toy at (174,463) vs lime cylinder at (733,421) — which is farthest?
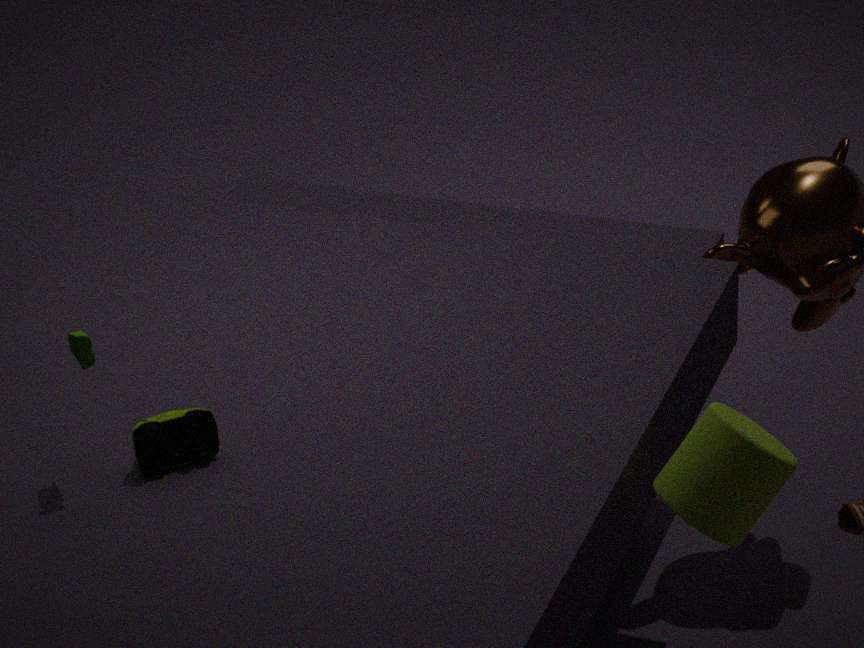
toy at (174,463)
